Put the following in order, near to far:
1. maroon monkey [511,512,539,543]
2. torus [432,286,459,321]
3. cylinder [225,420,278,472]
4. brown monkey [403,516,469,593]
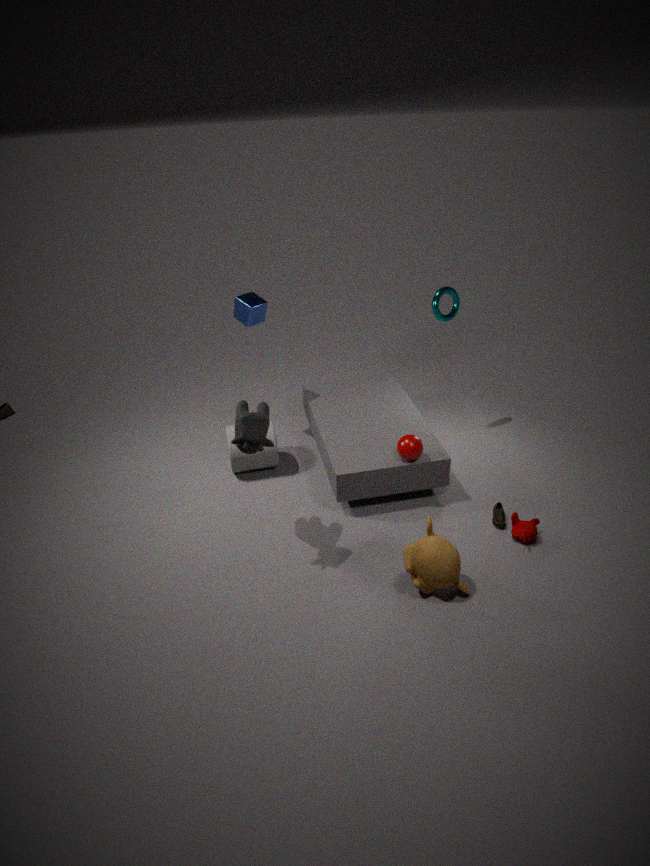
brown monkey [403,516,469,593]
maroon monkey [511,512,539,543]
cylinder [225,420,278,472]
torus [432,286,459,321]
